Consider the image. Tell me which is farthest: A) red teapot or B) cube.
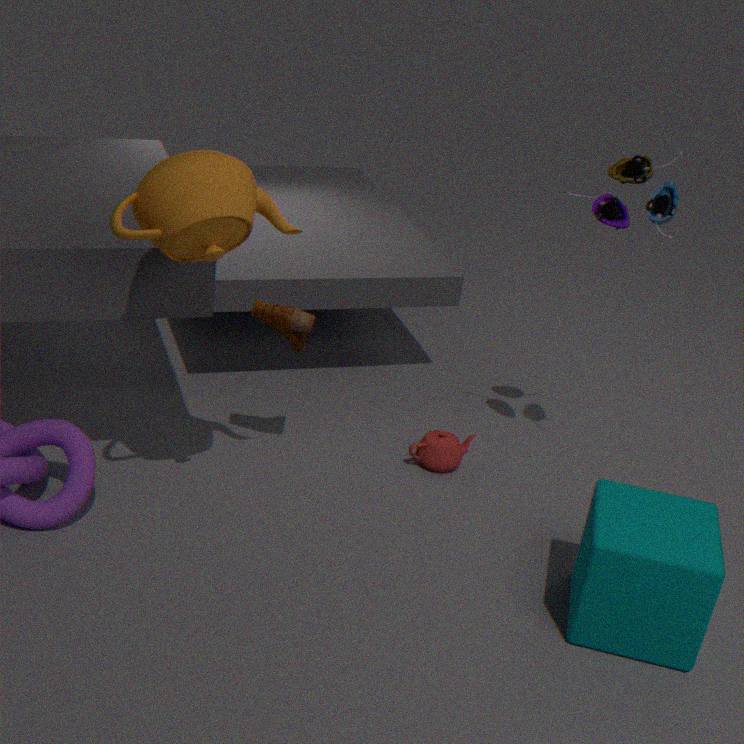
A. red teapot
